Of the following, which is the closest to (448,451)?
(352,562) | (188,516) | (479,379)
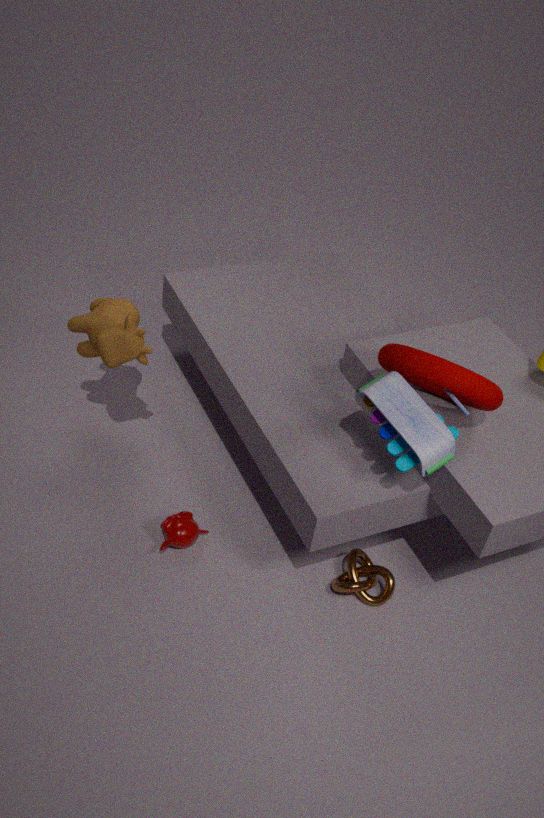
(479,379)
